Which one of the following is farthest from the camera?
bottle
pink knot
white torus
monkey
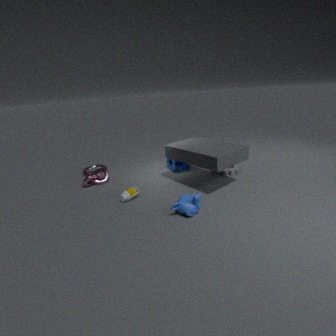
white torus
